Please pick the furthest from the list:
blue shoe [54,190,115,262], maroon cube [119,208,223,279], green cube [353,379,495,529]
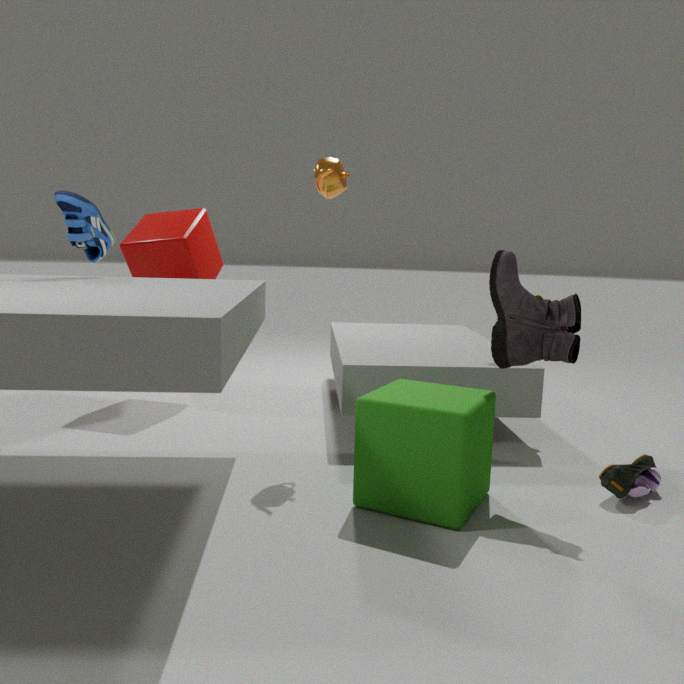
maroon cube [119,208,223,279]
